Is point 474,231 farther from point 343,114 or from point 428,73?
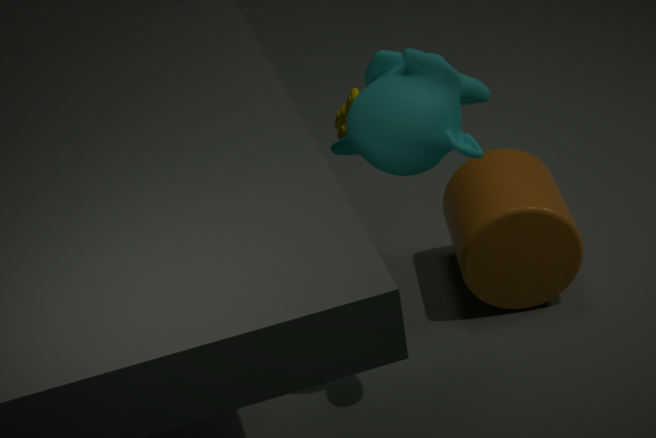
point 428,73
